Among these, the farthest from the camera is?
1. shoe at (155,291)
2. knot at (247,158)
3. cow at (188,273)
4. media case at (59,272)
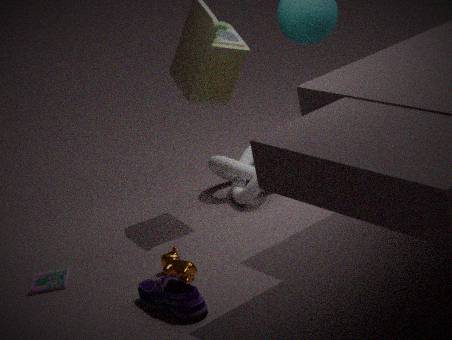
knot at (247,158)
